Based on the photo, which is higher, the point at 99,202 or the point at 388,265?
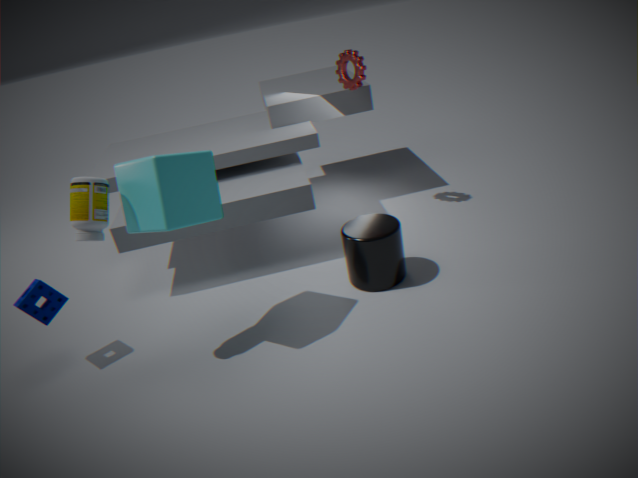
the point at 99,202
